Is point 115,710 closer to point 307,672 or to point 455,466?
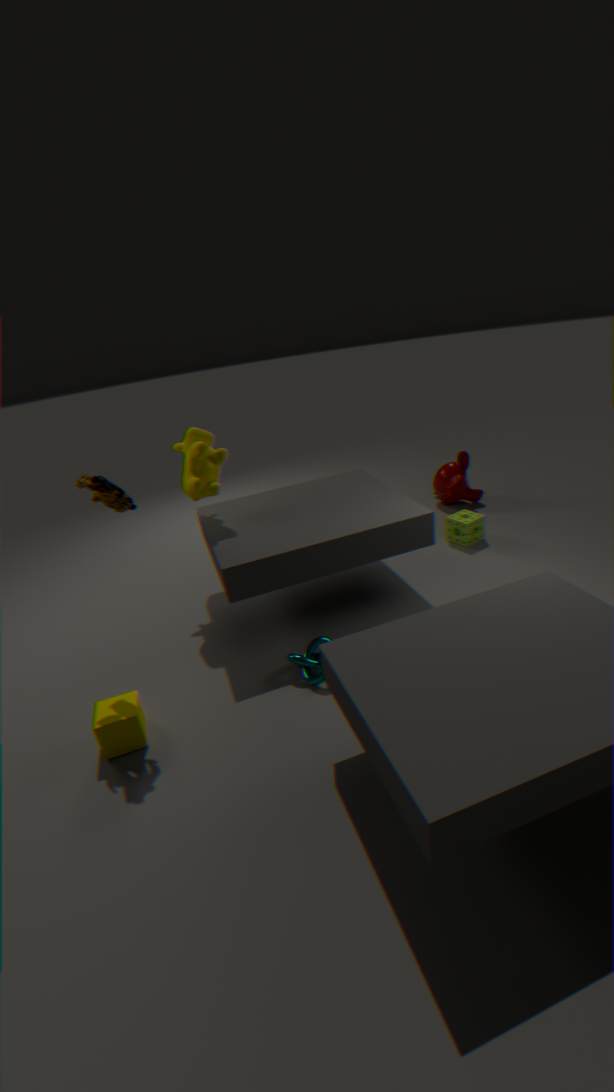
point 307,672
